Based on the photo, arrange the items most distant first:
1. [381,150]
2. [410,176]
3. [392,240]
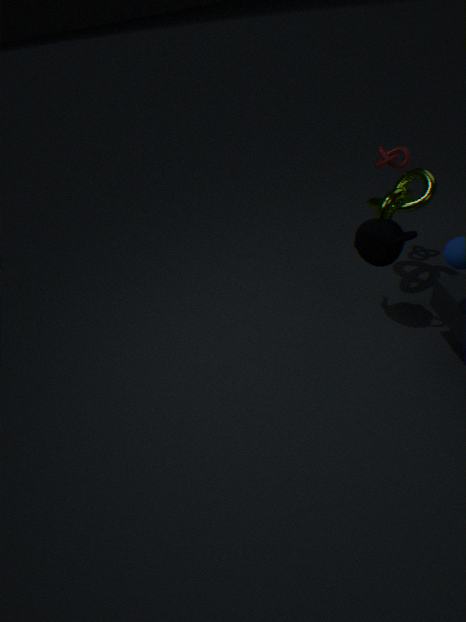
[381,150] < [410,176] < [392,240]
